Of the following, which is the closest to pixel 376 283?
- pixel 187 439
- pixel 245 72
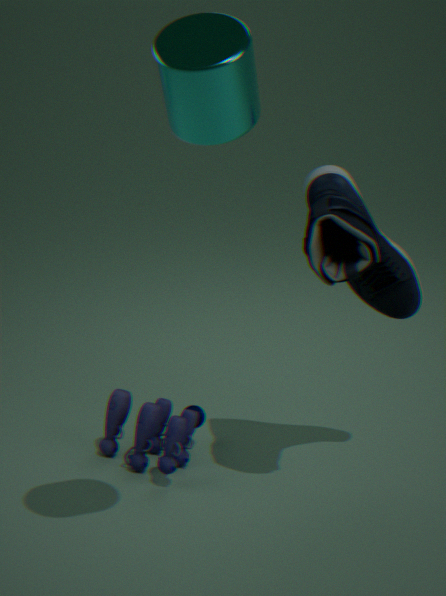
pixel 187 439
